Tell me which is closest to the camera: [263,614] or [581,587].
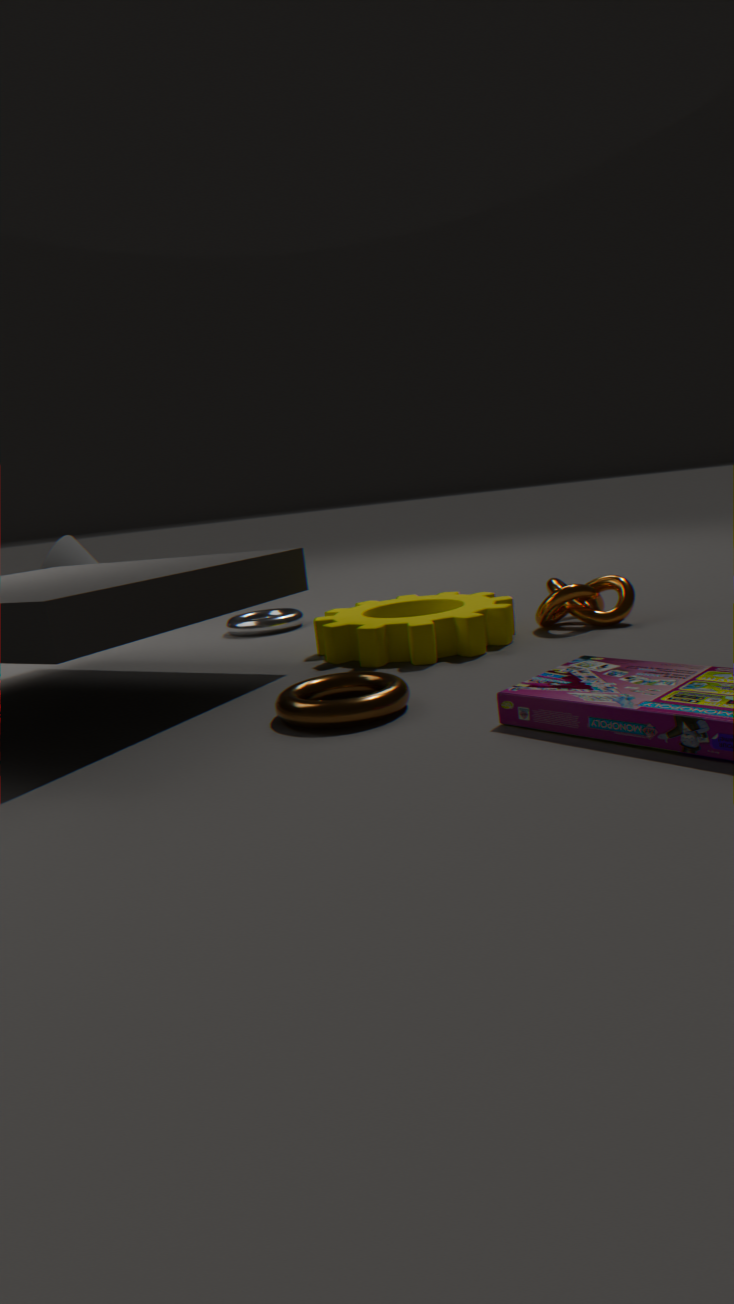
[581,587]
